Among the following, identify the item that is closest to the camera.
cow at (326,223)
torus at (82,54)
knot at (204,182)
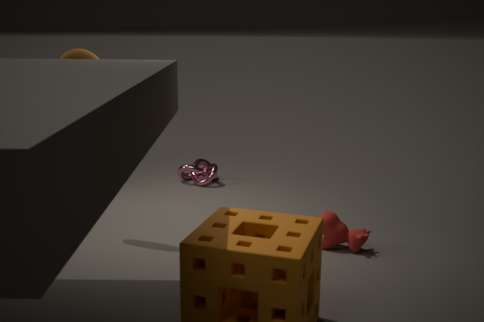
cow at (326,223)
